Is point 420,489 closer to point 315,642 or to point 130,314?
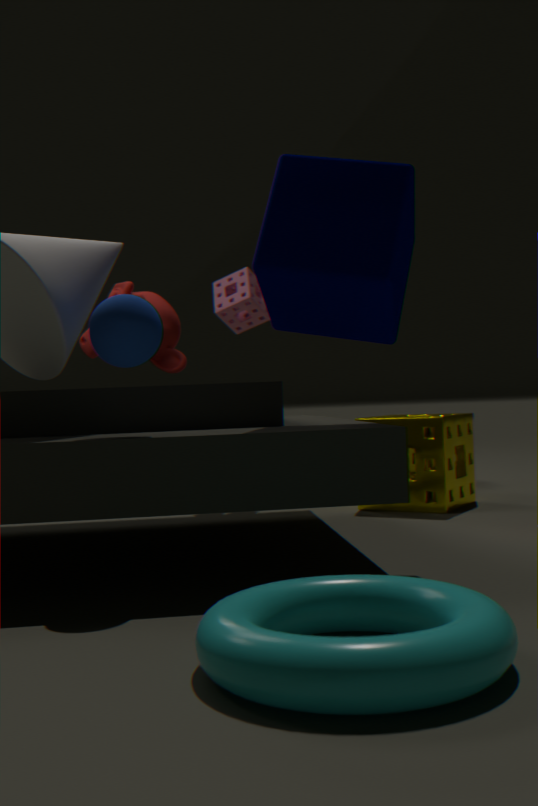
point 130,314
